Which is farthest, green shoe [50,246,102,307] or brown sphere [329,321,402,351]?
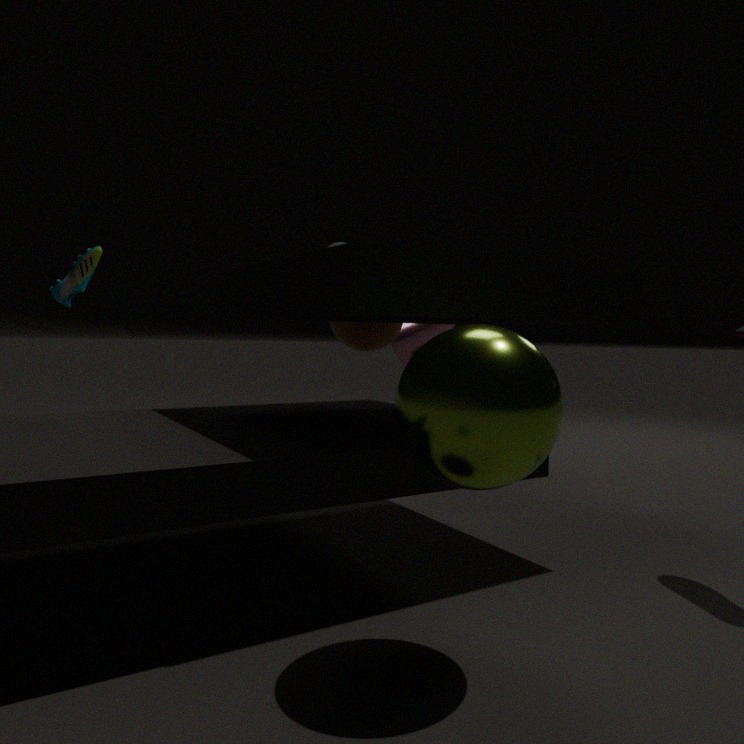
brown sphere [329,321,402,351]
